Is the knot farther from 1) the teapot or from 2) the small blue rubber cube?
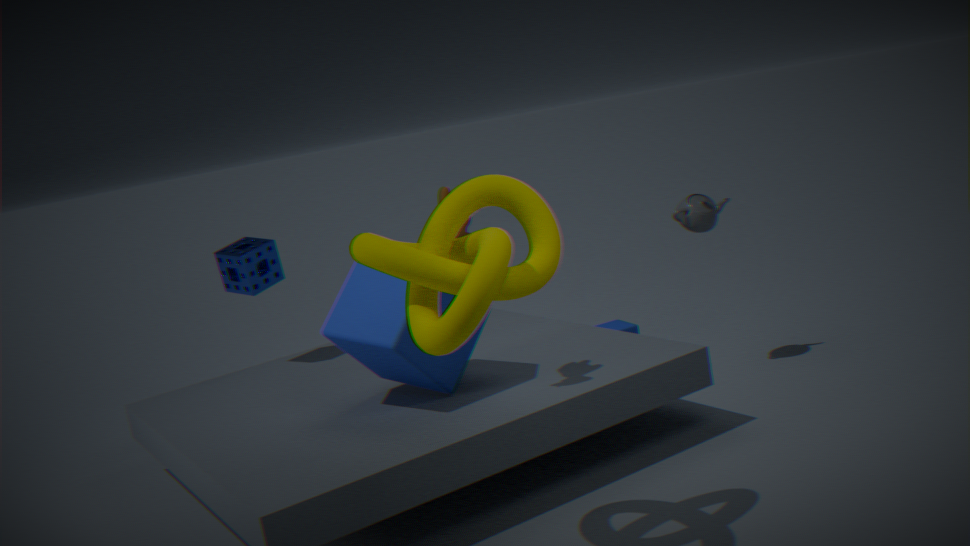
2) the small blue rubber cube
